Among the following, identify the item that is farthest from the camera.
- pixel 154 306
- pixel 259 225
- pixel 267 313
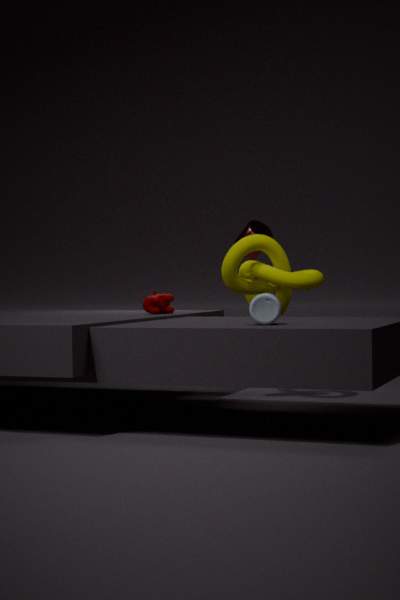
pixel 259 225
